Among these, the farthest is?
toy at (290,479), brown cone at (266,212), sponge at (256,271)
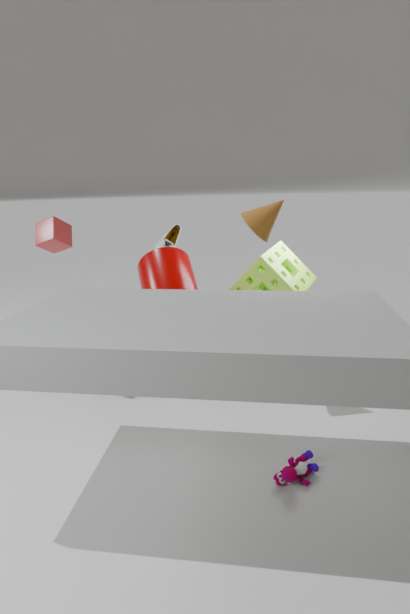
sponge at (256,271)
